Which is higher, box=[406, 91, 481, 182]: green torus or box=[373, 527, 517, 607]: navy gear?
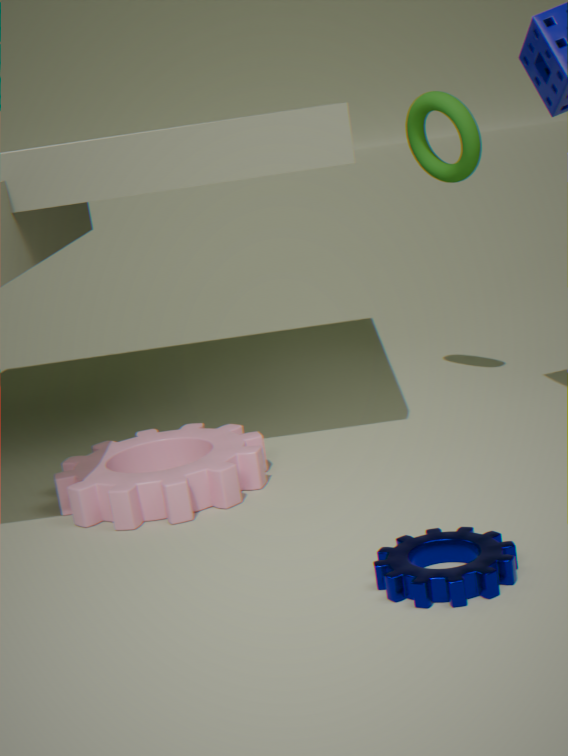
box=[406, 91, 481, 182]: green torus
